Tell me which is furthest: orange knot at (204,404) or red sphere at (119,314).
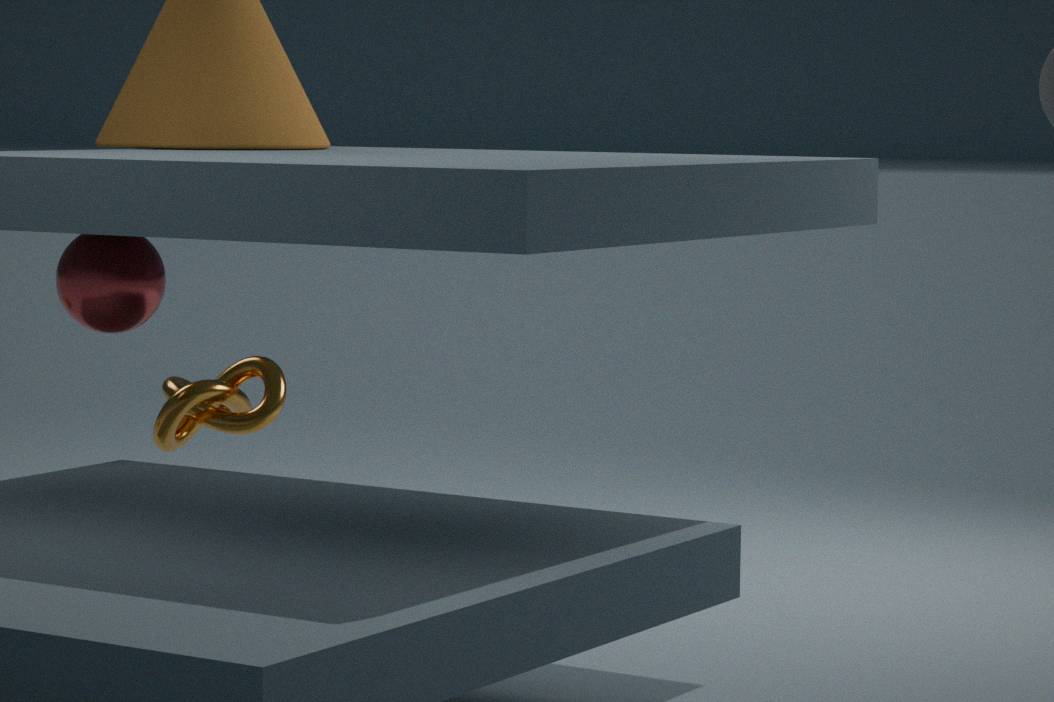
orange knot at (204,404)
